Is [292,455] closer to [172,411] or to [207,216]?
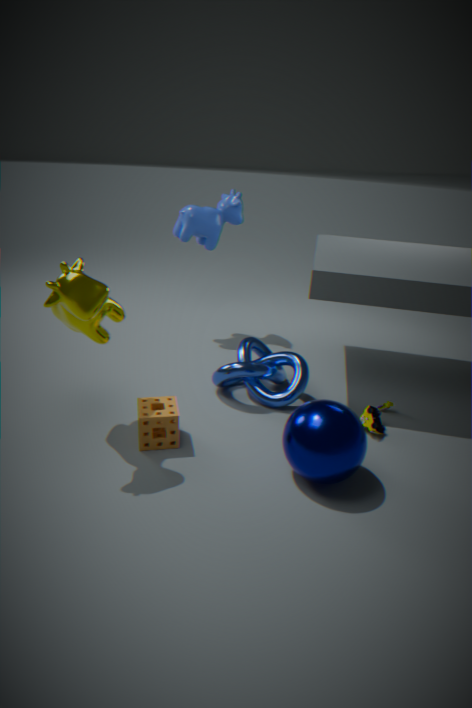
[172,411]
